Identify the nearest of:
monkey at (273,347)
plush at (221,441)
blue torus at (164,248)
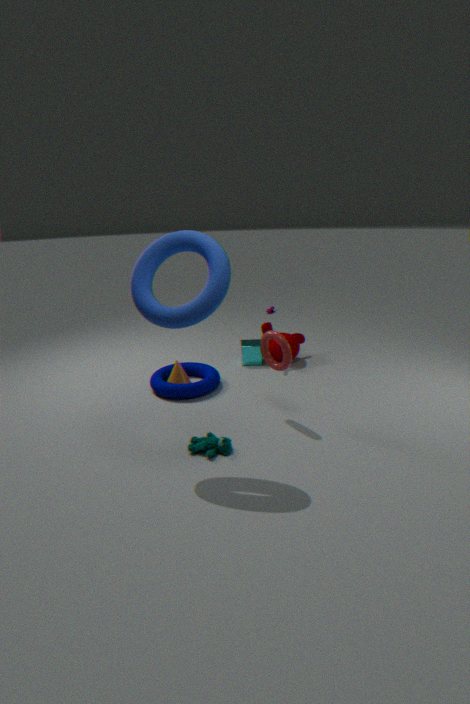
blue torus at (164,248)
